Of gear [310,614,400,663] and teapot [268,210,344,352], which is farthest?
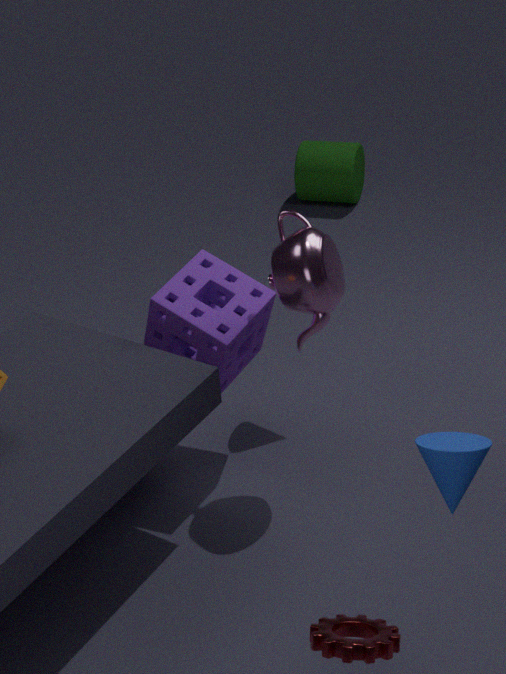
teapot [268,210,344,352]
